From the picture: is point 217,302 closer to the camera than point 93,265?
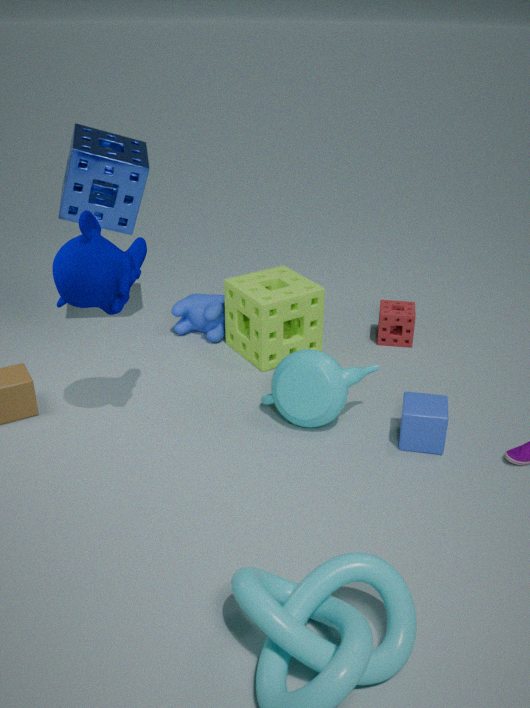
No
